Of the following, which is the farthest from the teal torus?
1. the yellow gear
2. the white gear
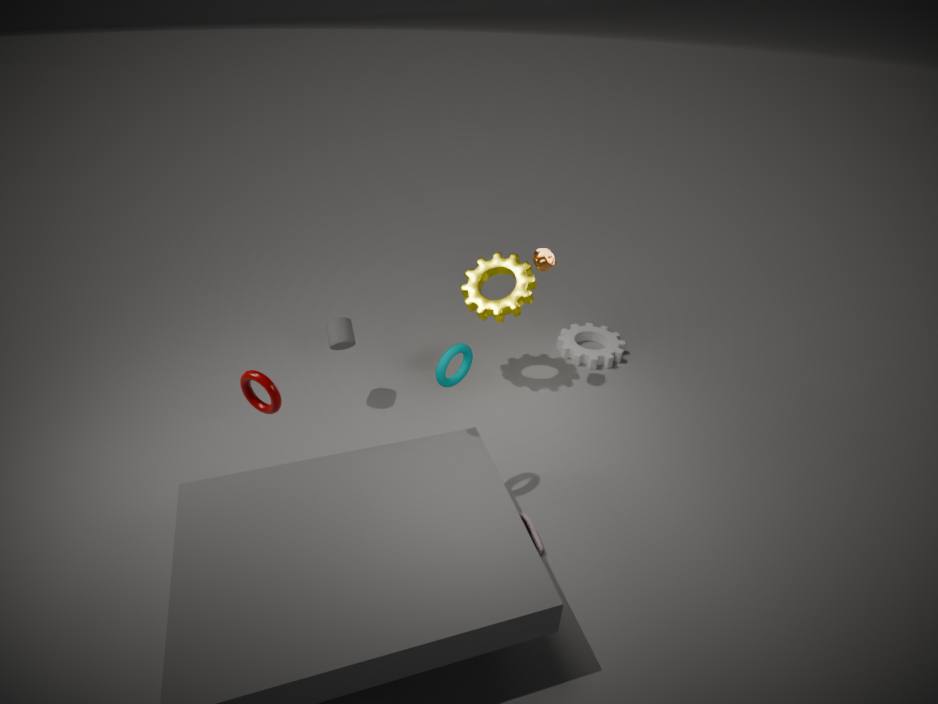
the white gear
